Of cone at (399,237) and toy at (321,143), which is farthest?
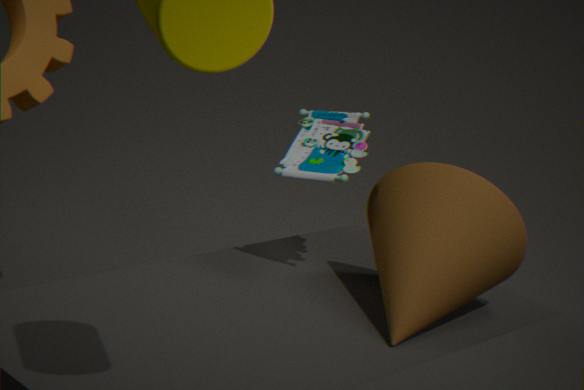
toy at (321,143)
